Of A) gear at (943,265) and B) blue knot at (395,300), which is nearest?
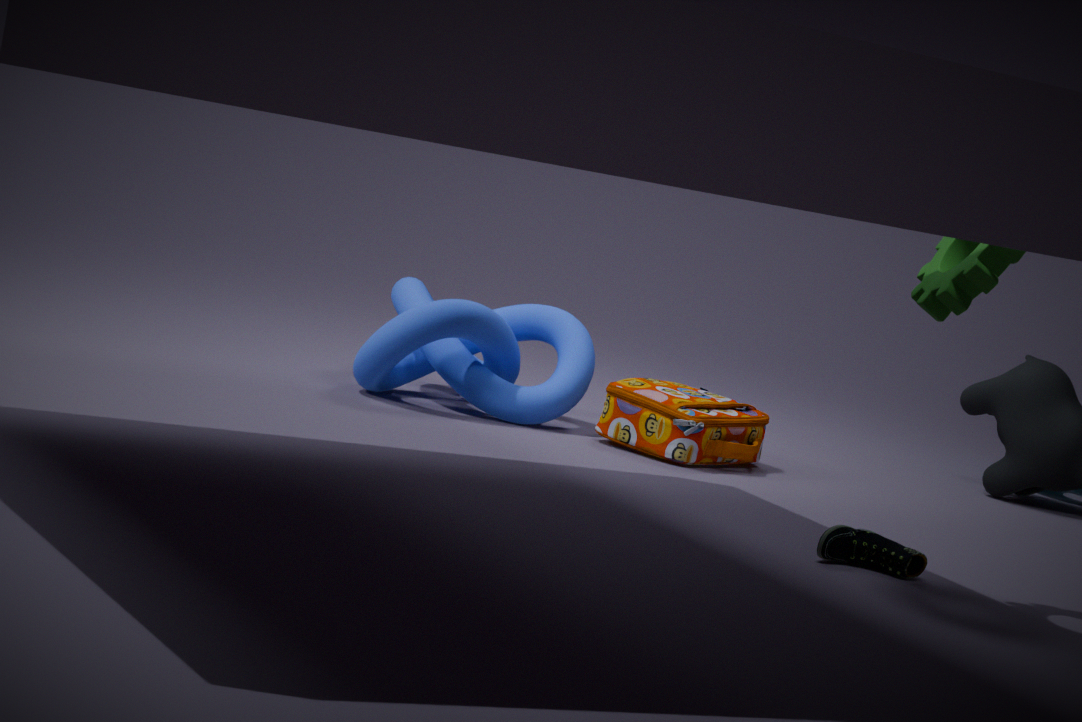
A. gear at (943,265)
